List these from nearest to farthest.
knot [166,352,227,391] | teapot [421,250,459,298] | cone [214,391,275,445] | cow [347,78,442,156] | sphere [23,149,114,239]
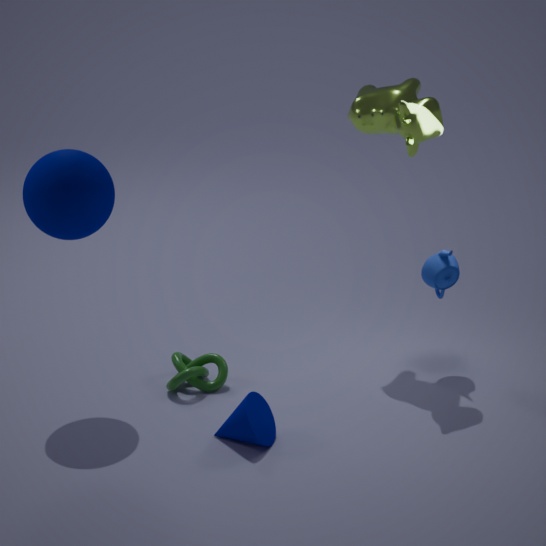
cone [214,391,275,445], sphere [23,149,114,239], cow [347,78,442,156], knot [166,352,227,391], teapot [421,250,459,298]
